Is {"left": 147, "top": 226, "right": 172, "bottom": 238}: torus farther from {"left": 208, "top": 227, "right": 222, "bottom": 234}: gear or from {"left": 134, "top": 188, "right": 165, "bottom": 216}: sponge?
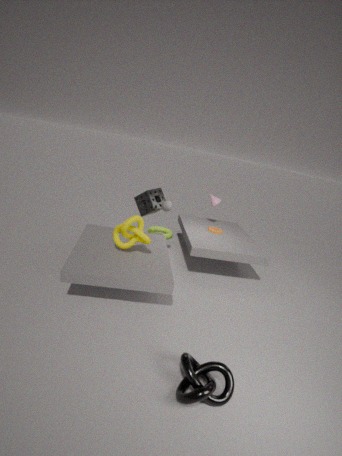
{"left": 208, "top": 227, "right": 222, "bottom": 234}: gear
